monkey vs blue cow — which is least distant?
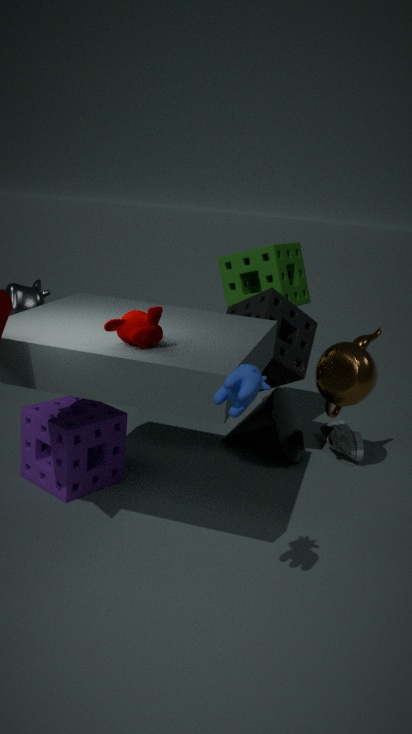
blue cow
